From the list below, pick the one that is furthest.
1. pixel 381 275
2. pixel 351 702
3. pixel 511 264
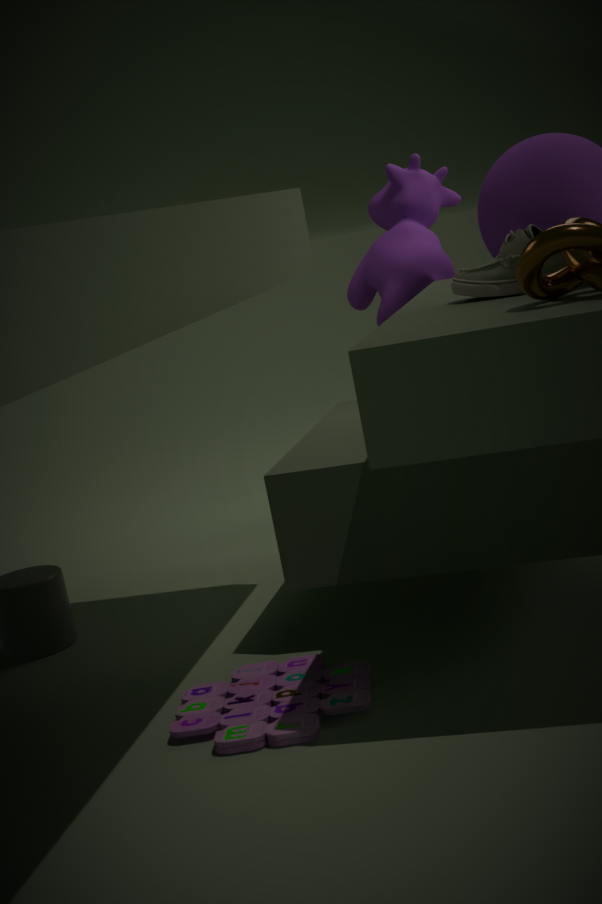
pixel 381 275
